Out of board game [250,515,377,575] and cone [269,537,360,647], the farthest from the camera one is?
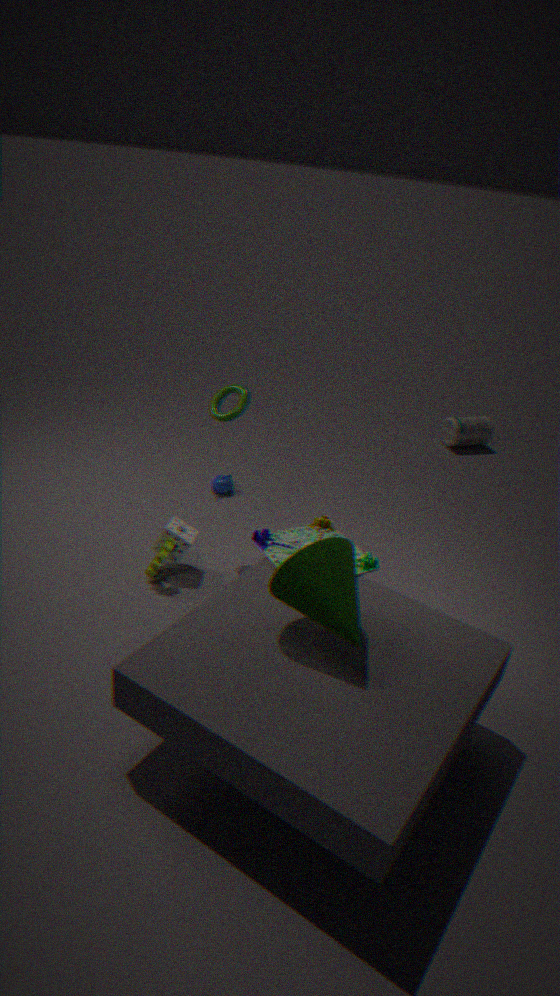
board game [250,515,377,575]
